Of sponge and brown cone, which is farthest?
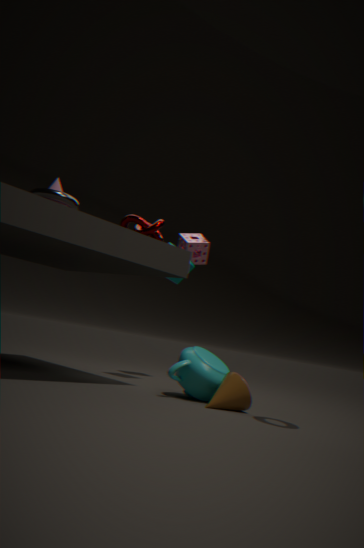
sponge
